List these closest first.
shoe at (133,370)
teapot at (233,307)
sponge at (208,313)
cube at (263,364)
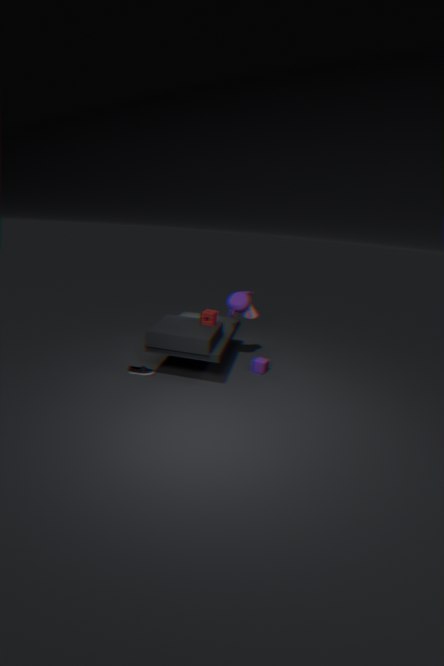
shoe at (133,370) < sponge at (208,313) < cube at (263,364) < teapot at (233,307)
